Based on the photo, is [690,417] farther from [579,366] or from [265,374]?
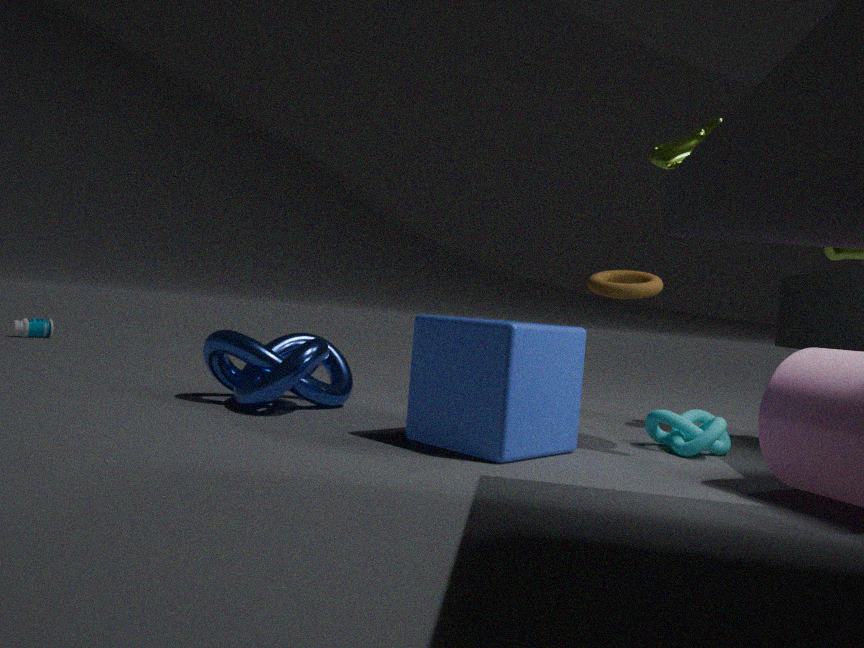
[265,374]
